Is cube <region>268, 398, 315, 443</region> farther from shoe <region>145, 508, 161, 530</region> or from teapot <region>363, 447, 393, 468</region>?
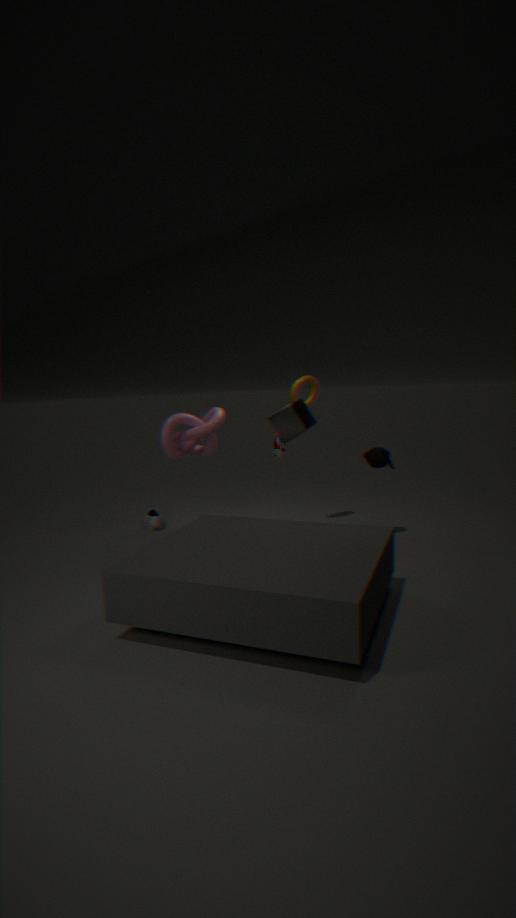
shoe <region>145, 508, 161, 530</region>
